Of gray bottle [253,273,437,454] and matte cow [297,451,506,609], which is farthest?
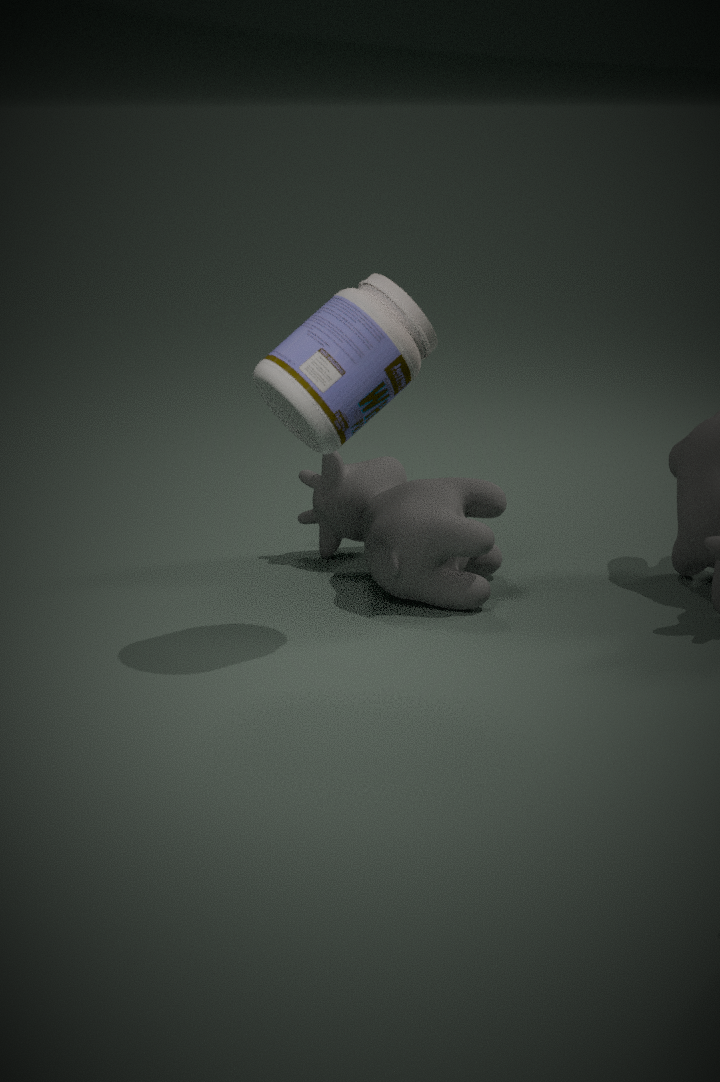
matte cow [297,451,506,609]
